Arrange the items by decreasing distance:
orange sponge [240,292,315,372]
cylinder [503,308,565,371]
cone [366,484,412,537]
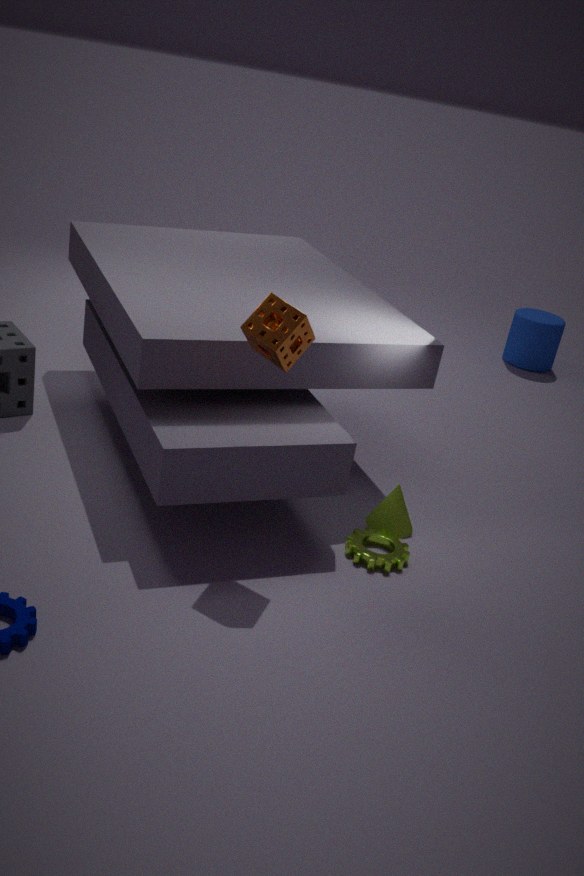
cylinder [503,308,565,371], cone [366,484,412,537], orange sponge [240,292,315,372]
